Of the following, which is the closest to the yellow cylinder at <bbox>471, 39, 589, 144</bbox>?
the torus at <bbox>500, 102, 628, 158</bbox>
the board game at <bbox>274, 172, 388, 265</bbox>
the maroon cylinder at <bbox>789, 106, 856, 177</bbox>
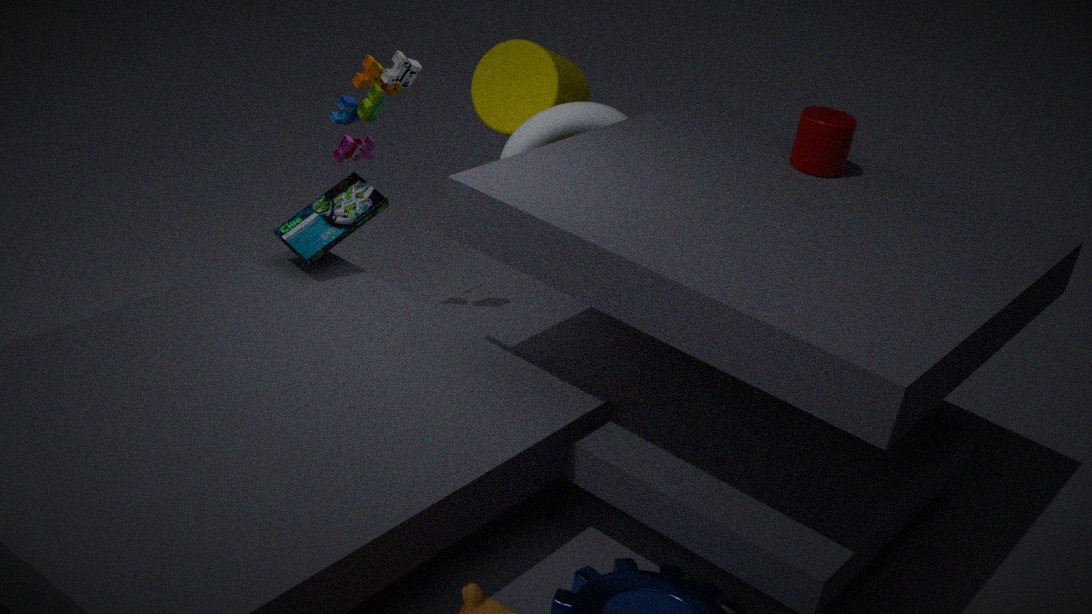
the torus at <bbox>500, 102, 628, 158</bbox>
